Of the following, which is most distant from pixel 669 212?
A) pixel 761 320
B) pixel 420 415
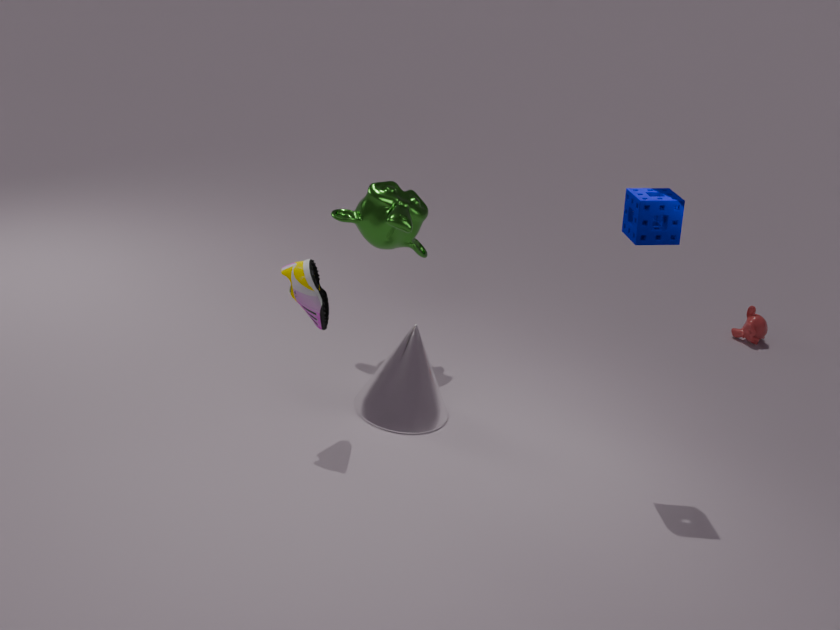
pixel 761 320
